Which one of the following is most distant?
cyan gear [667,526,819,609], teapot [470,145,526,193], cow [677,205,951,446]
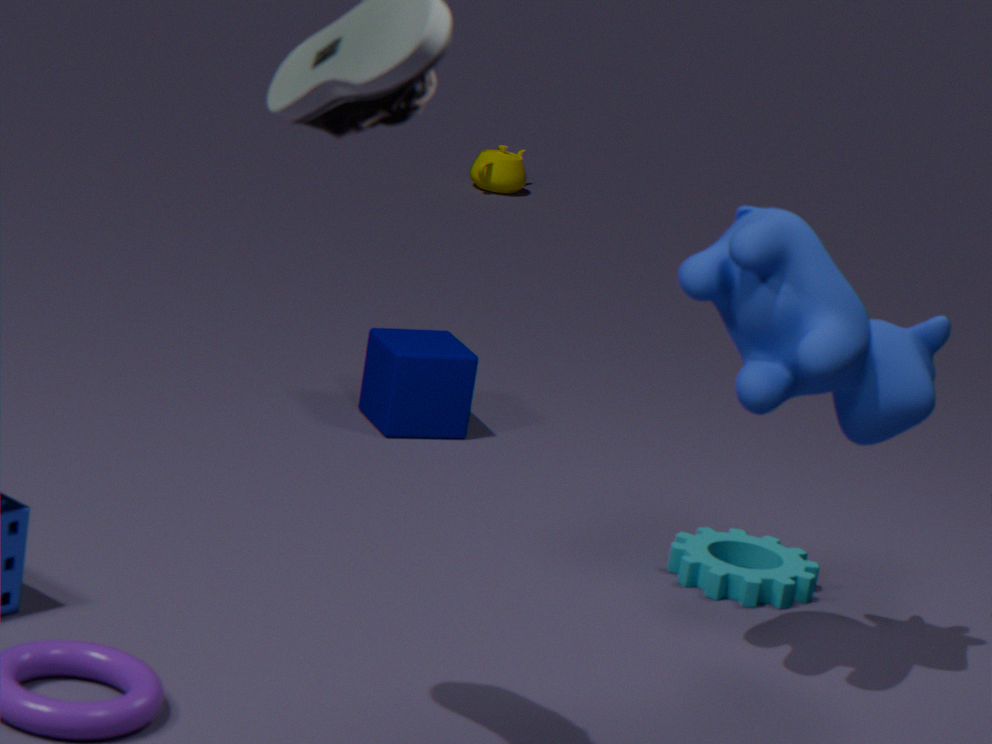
teapot [470,145,526,193]
